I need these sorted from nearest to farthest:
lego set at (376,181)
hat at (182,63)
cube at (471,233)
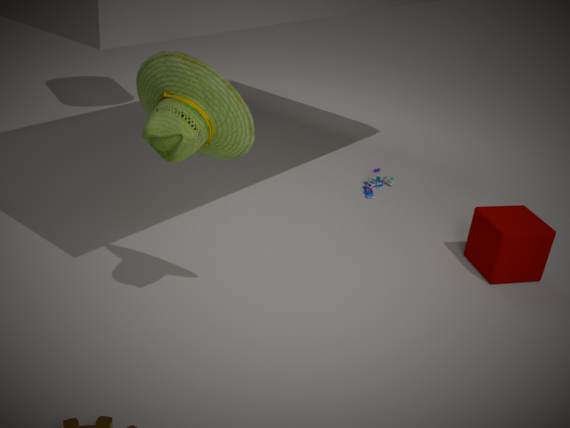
hat at (182,63), cube at (471,233), lego set at (376,181)
